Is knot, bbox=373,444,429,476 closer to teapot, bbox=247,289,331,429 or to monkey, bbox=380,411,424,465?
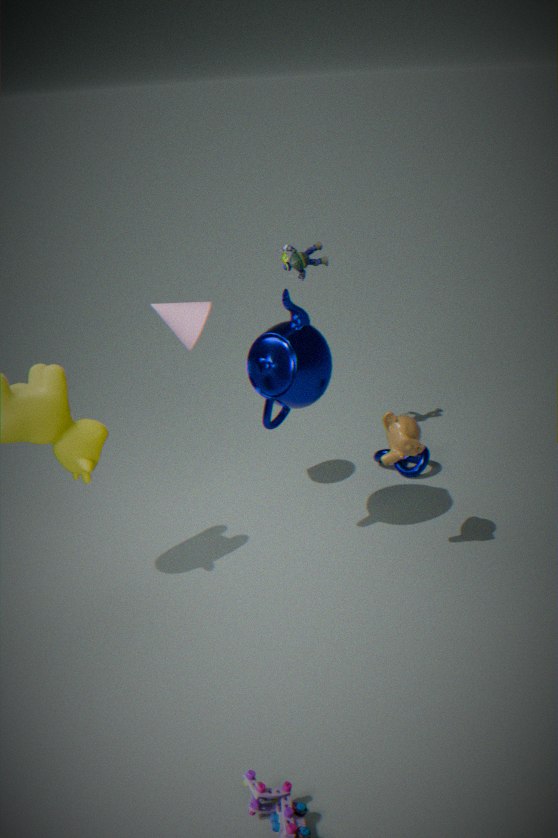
monkey, bbox=380,411,424,465
